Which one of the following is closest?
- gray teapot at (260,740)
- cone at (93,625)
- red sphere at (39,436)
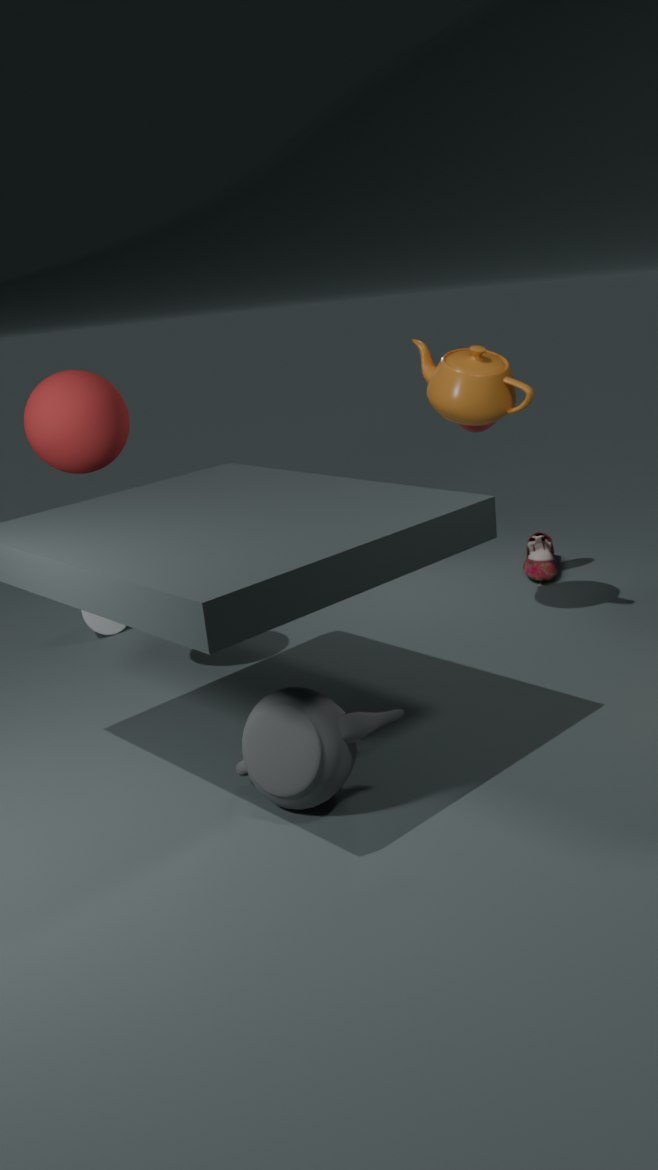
gray teapot at (260,740)
